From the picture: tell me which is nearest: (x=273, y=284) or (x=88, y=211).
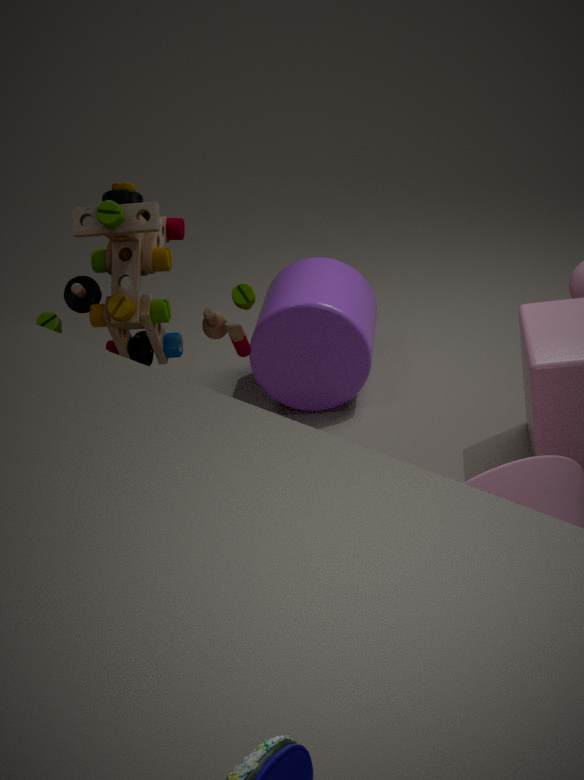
(x=88, y=211)
